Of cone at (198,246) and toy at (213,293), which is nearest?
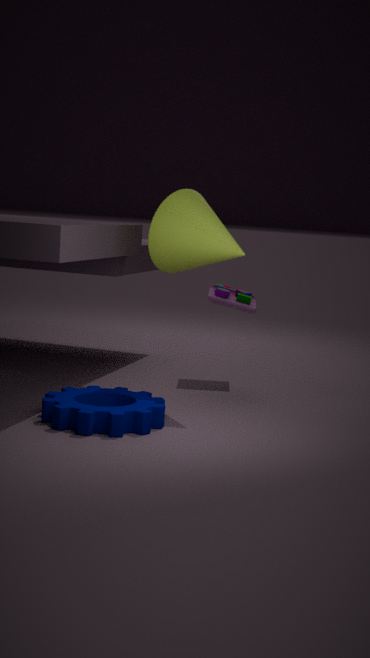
cone at (198,246)
